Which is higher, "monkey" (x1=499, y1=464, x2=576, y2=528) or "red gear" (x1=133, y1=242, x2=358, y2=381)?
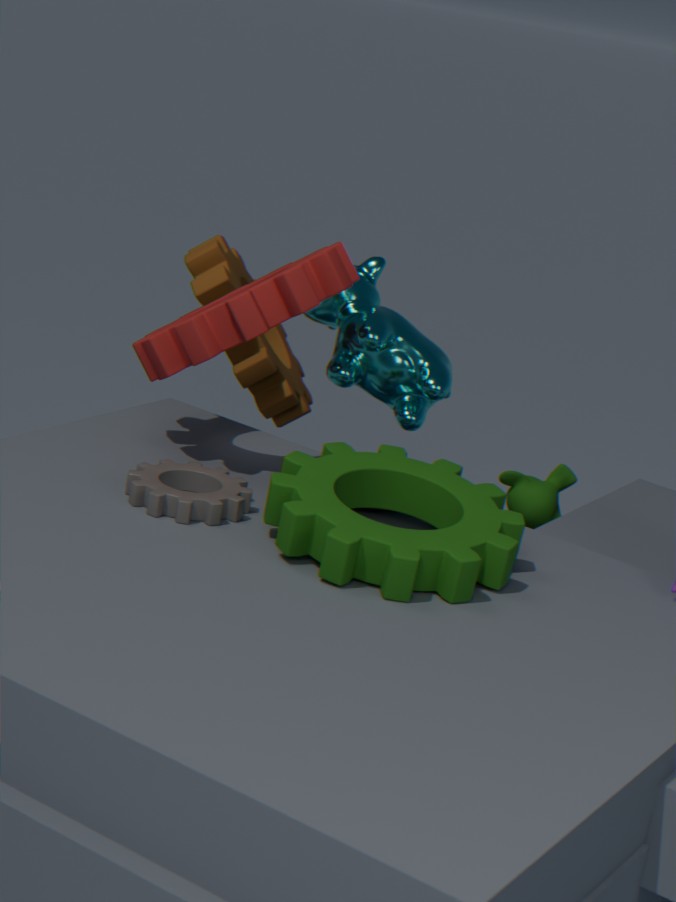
"red gear" (x1=133, y1=242, x2=358, y2=381)
